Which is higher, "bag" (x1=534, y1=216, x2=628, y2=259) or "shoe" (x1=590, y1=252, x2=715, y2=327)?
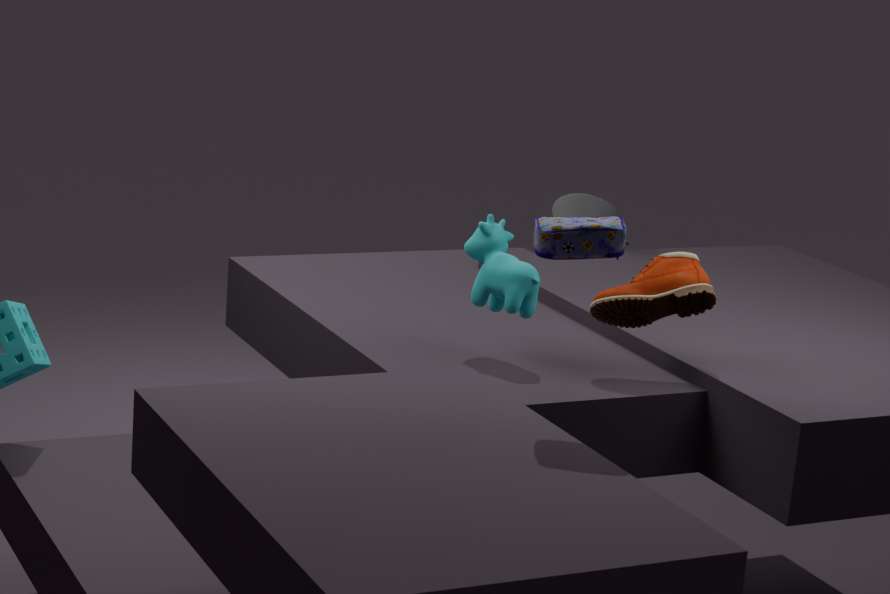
"bag" (x1=534, y1=216, x2=628, y2=259)
